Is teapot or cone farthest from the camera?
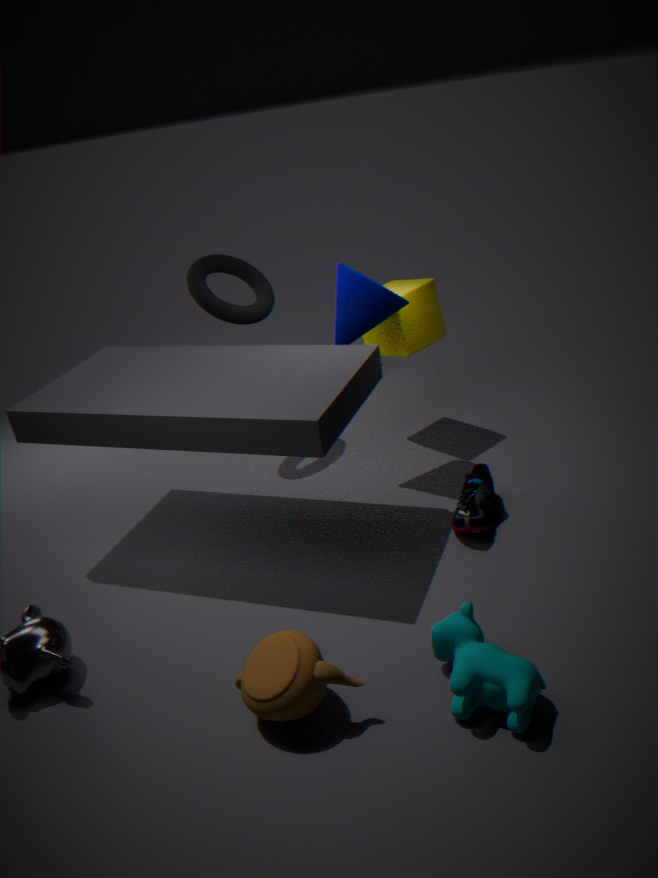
cone
